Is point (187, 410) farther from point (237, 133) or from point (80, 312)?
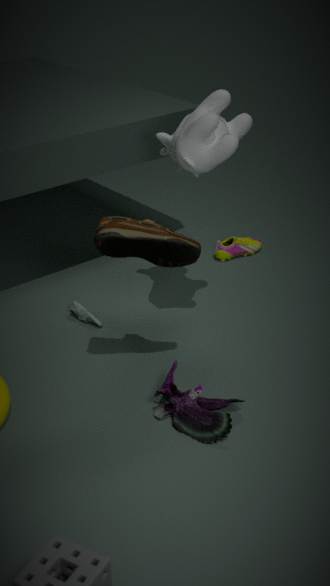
point (237, 133)
